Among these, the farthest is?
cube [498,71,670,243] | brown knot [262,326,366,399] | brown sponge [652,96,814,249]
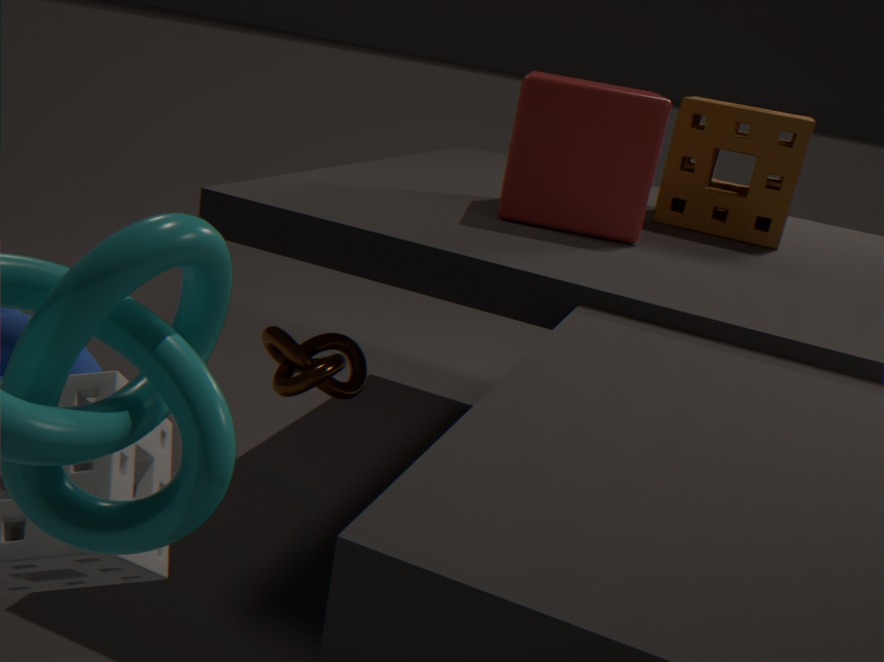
brown sponge [652,96,814,249]
